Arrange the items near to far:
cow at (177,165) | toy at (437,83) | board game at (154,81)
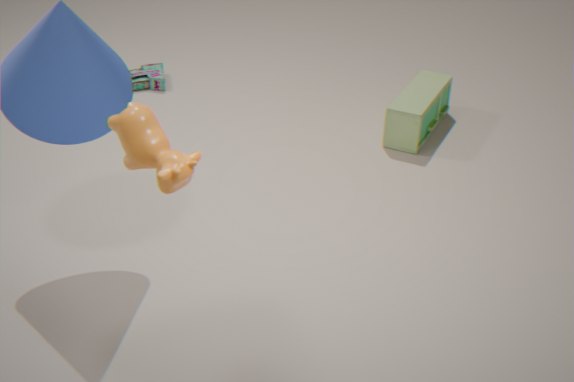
cow at (177,165) → toy at (437,83) → board game at (154,81)
